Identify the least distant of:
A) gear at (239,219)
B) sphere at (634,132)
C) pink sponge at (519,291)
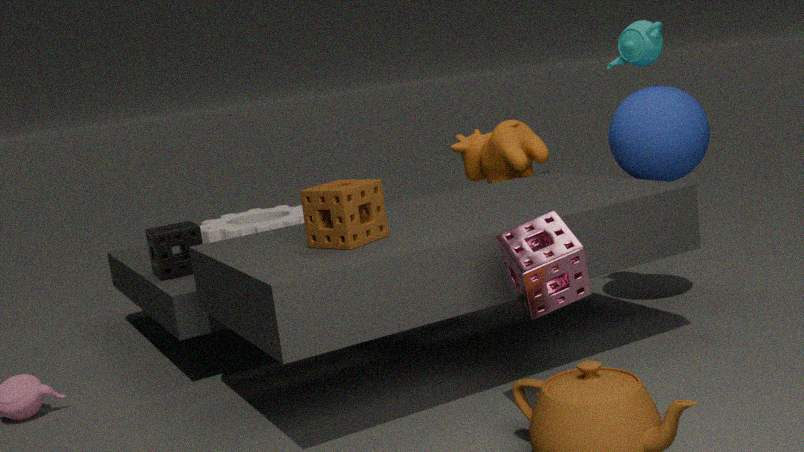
pink sponge at (519,291)
